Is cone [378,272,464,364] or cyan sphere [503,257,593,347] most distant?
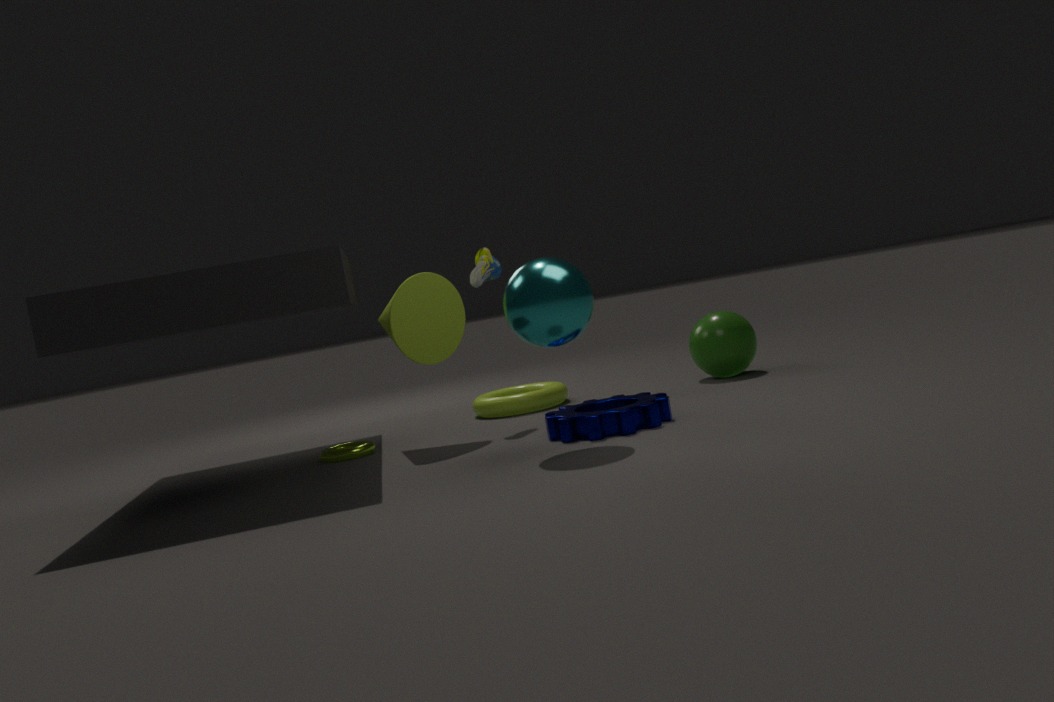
cone [378,272,464,364]
